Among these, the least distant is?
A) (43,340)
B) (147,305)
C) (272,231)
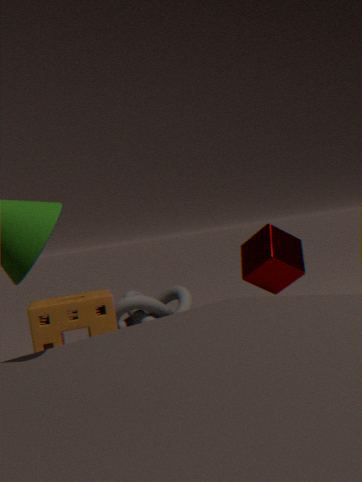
(272,231)
